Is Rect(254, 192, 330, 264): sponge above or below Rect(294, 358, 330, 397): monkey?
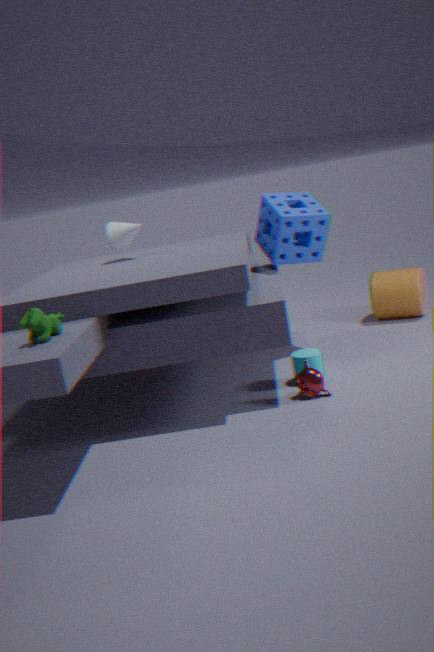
above
